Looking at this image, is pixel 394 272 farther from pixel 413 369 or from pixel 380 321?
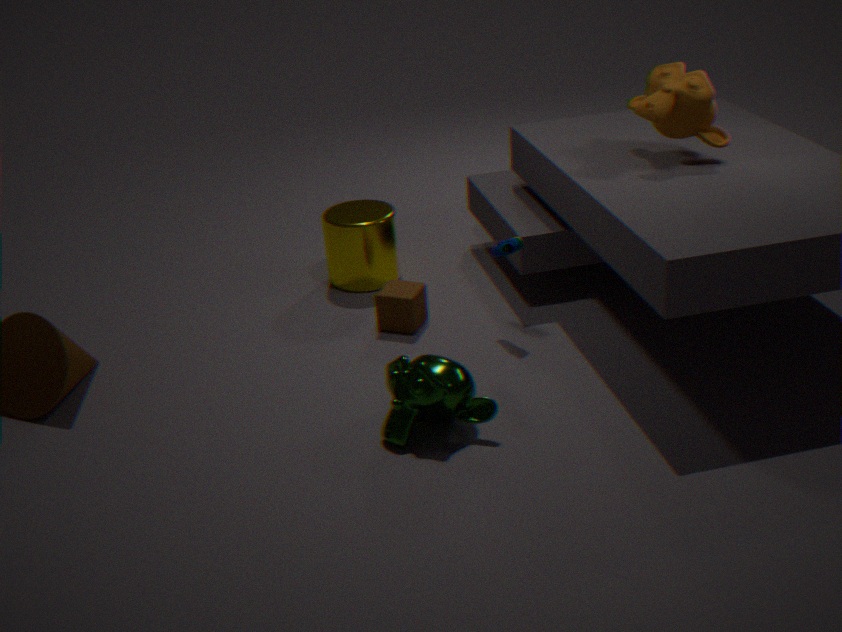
pixel 413 369
